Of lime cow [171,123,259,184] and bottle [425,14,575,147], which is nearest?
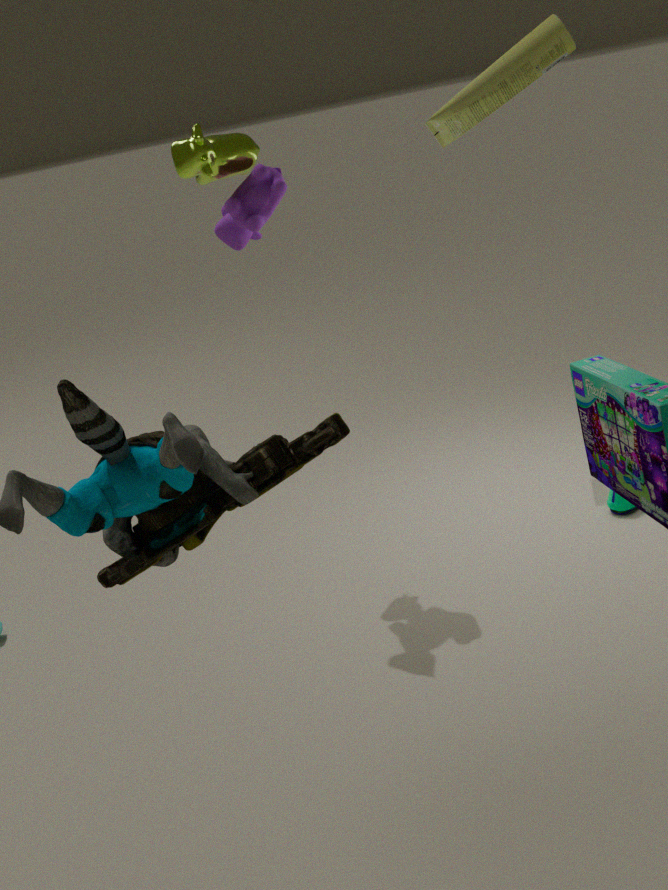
lime cow [171,123,259,184]
